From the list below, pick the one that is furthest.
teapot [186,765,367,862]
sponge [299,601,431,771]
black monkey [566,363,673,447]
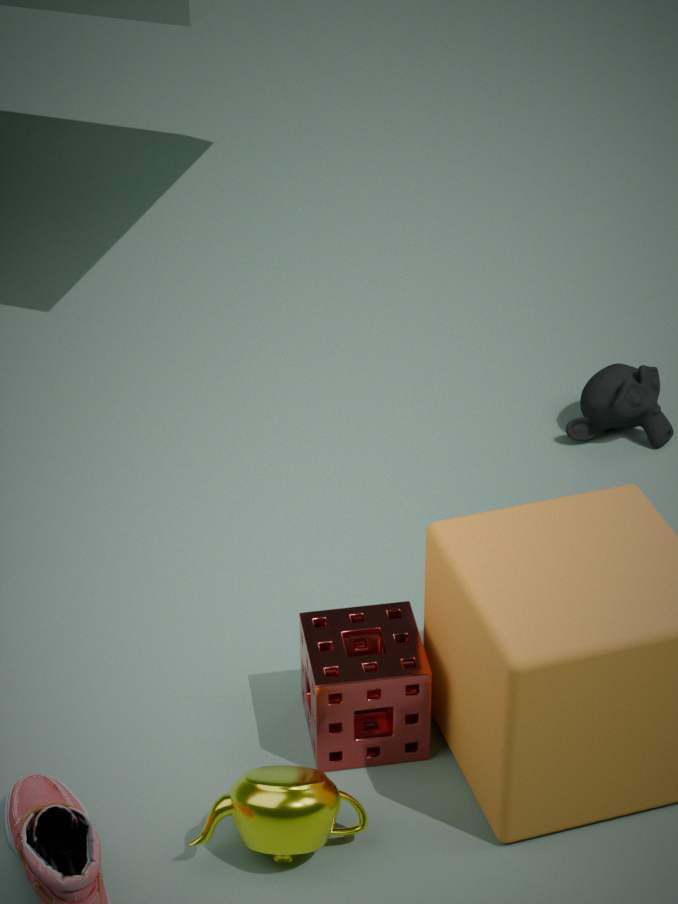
black monkey [566,363,673,447]
